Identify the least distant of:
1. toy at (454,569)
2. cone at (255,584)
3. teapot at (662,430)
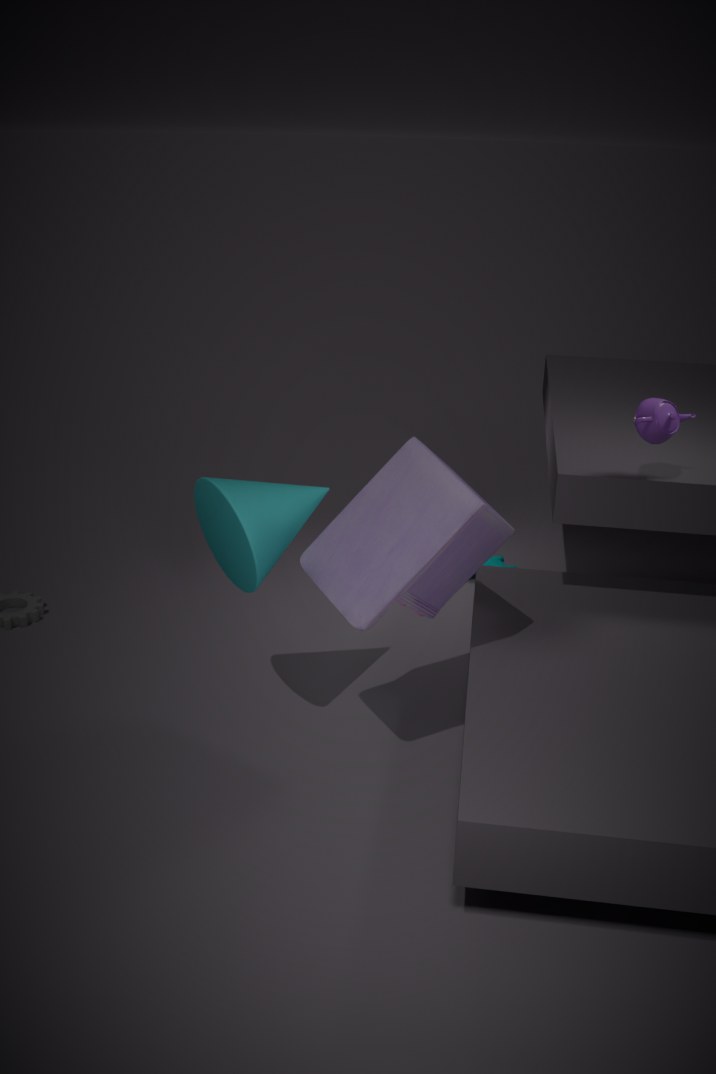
toy at (454,569)
